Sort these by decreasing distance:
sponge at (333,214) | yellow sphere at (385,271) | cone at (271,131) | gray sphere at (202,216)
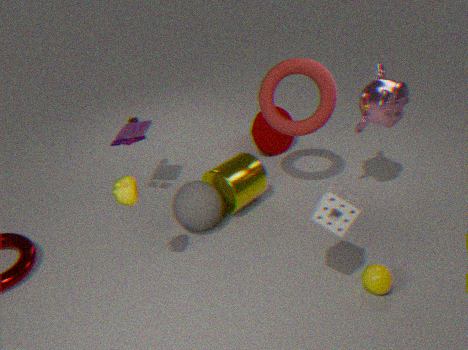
cone at (271,131) < gray sphere at (202,216) < yellow sphere at (385,271) < sponge at (333,214)
